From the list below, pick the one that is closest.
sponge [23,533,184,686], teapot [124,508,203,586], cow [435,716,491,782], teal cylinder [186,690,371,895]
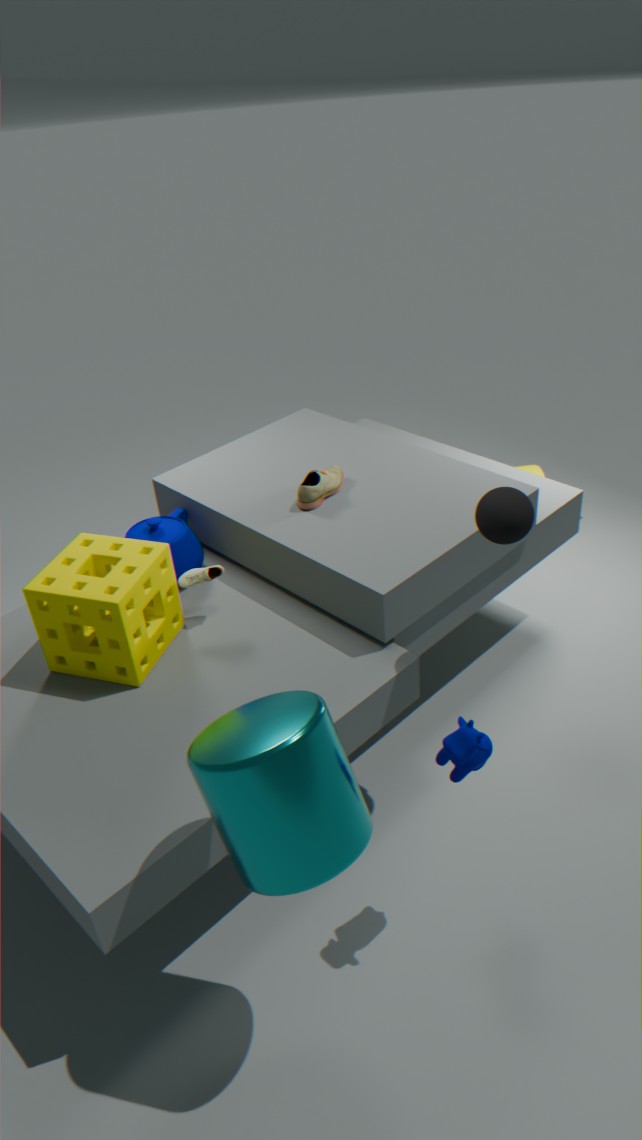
teal cylinder [186,690,371,895]
